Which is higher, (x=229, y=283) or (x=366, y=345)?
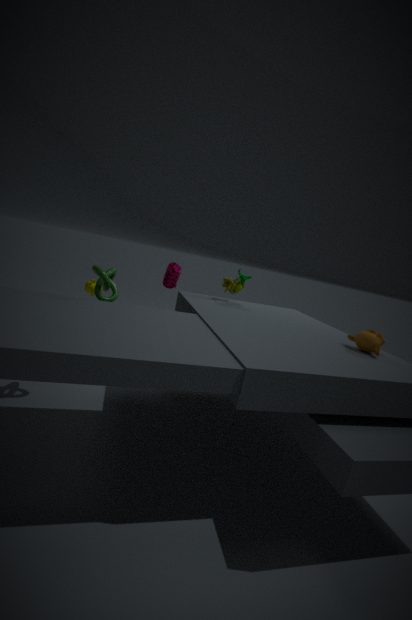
(x=229, y=283)
